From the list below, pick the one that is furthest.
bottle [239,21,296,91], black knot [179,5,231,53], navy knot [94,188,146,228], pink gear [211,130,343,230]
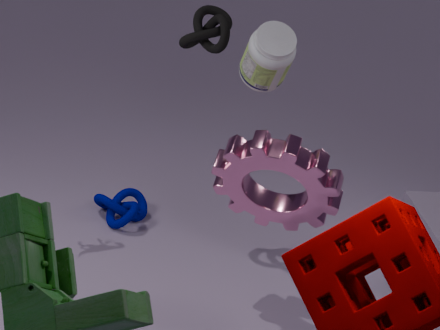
navy knot [94,188,146,228]
